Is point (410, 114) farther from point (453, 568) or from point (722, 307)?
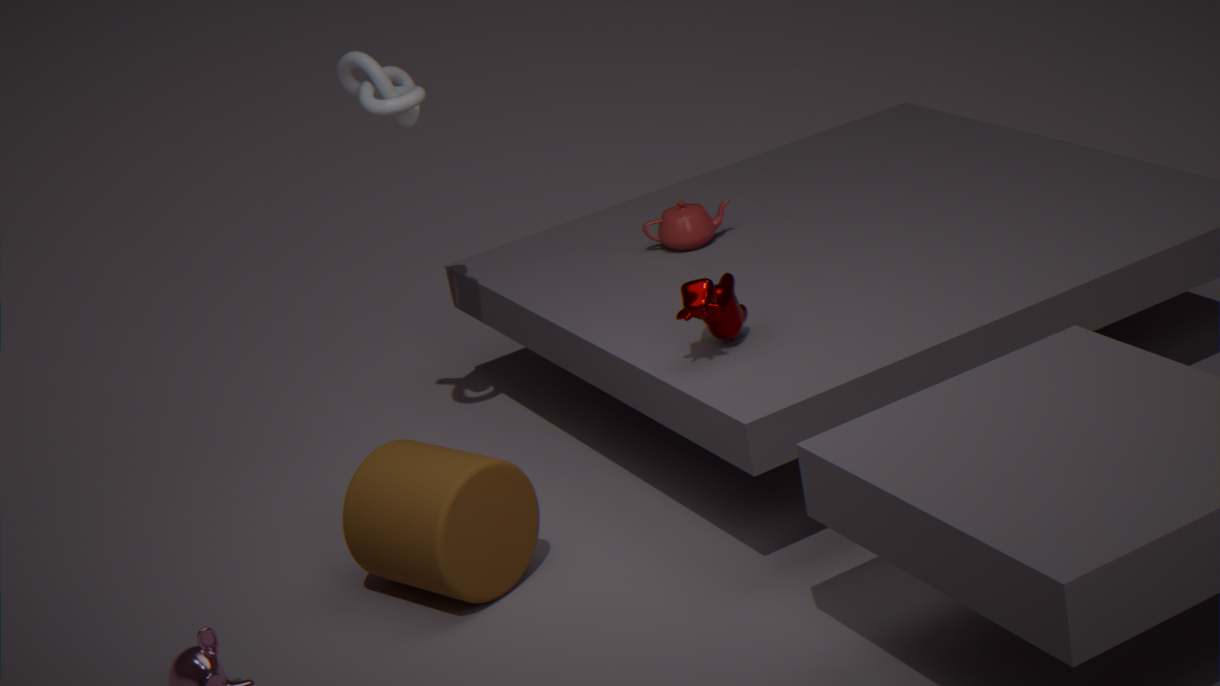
point (453, 568)
